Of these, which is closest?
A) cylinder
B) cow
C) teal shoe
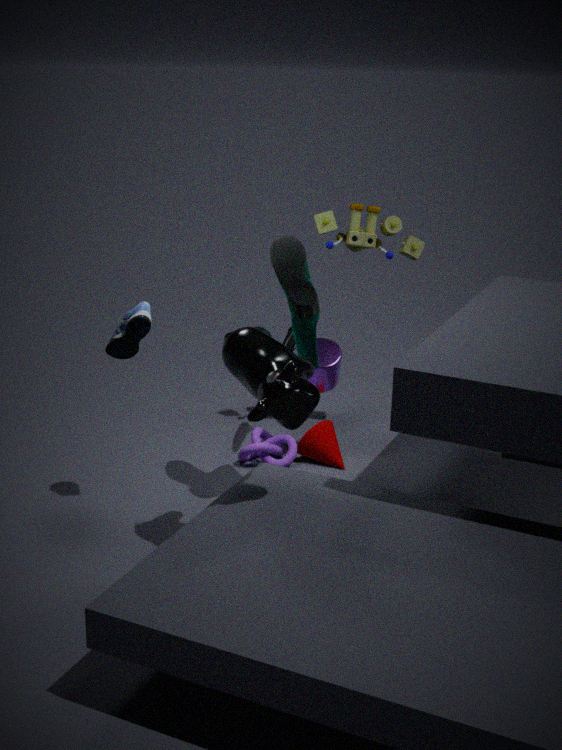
B. cow
